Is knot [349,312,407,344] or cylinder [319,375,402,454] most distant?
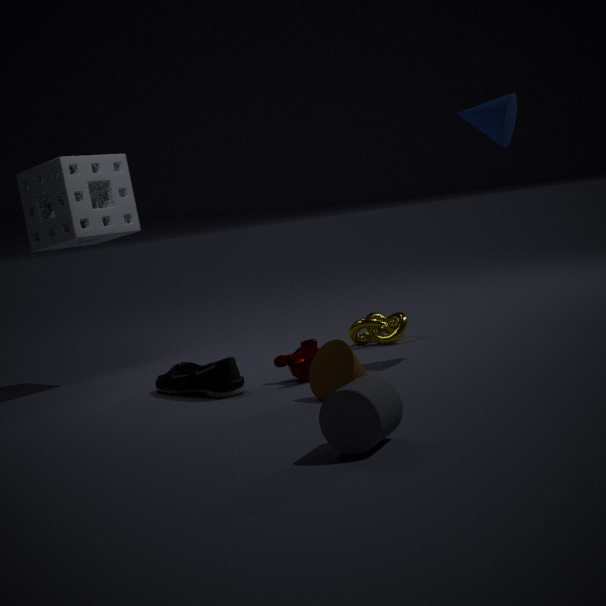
knot [349,312,407,344]
